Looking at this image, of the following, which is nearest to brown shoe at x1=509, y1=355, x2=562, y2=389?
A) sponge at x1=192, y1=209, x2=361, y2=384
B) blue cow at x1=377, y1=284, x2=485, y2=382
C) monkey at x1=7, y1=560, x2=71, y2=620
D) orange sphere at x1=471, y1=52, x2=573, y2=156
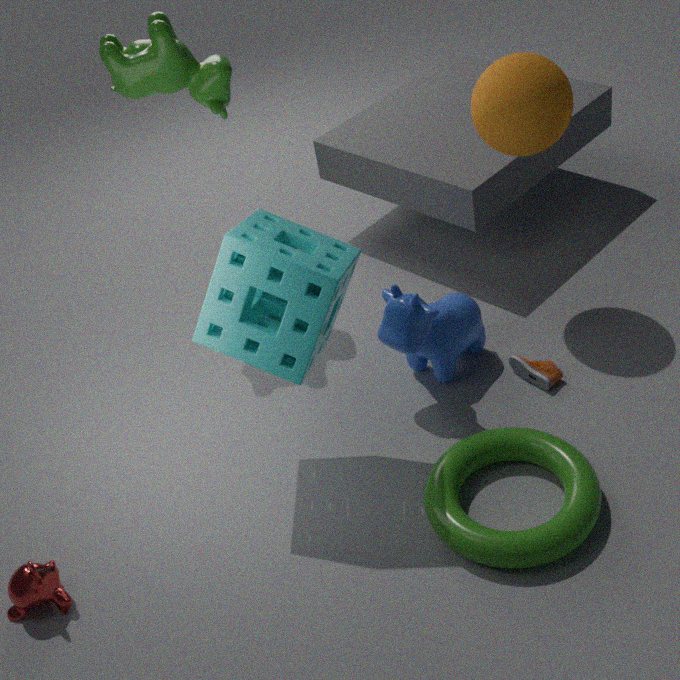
blue cow at x1=377, y1=284, x2=485, y2=382
